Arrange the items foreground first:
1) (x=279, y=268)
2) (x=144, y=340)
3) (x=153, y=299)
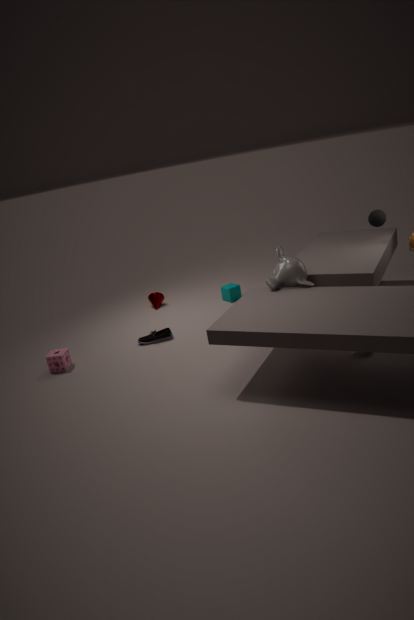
1. 1. (x=279, y=268)
2. 2. (x=144, y=340)
3. 3. (x=153, y=299)
